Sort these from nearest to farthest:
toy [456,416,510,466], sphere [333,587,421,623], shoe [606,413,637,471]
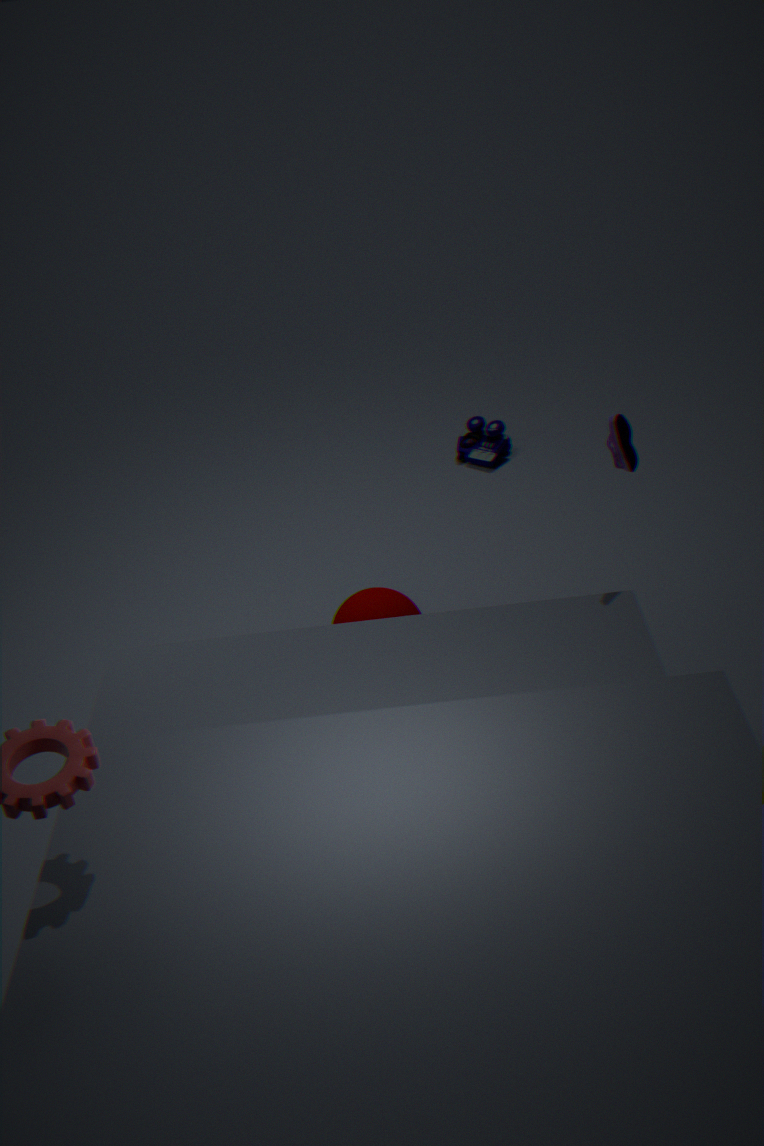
shoe [606,413,637,471] < sphere [333,587,421,623] < toy [456,416,510,466]
